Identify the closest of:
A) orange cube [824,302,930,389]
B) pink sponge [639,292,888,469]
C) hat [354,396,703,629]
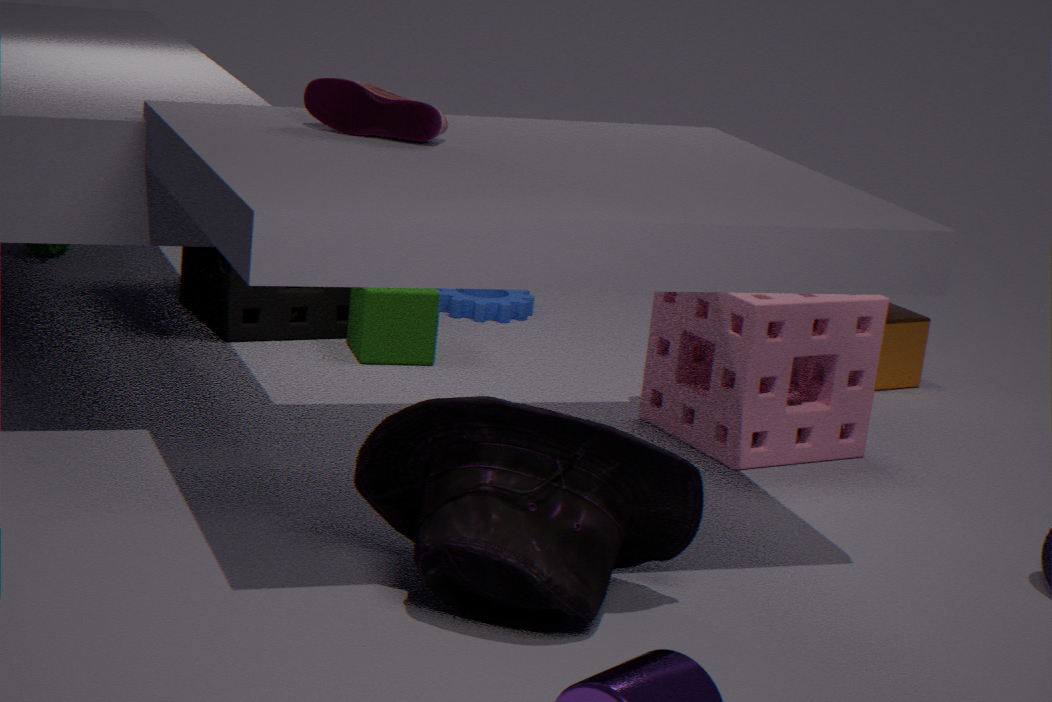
hat [354,396,703,629]
